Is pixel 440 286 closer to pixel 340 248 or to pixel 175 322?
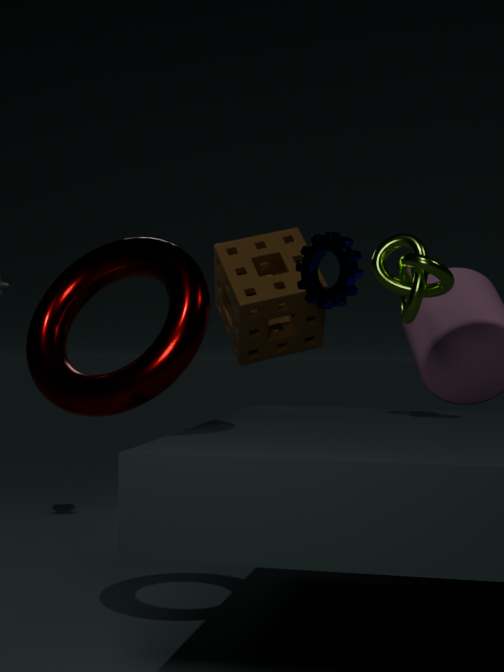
pixel 340 248
